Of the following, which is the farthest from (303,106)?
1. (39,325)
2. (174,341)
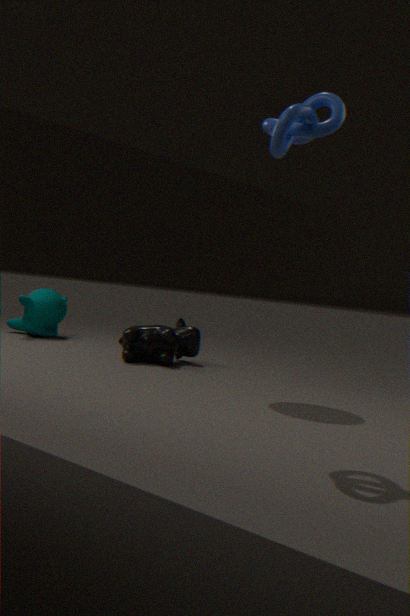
(39,325)
